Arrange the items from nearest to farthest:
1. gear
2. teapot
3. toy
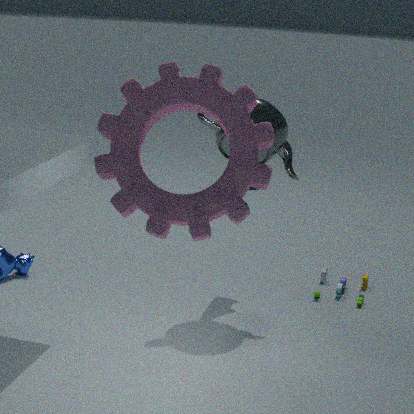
gear
teapot
toy
